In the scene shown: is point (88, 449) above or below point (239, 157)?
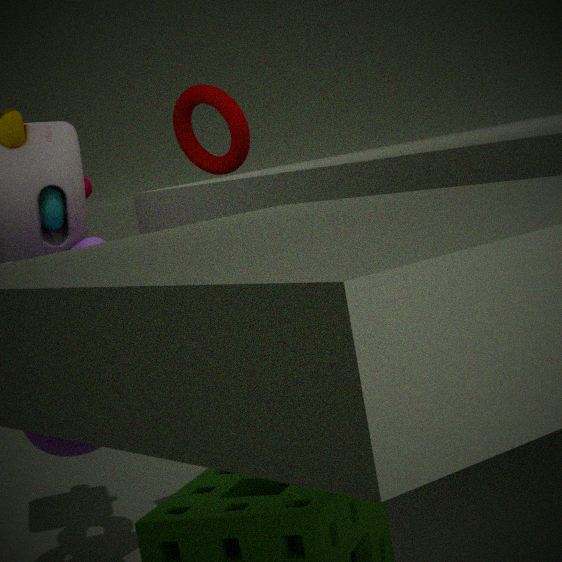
below
